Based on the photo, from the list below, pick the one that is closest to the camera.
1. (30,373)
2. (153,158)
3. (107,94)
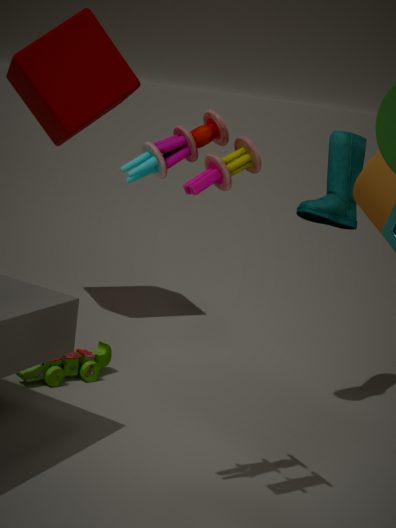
(153,158)
